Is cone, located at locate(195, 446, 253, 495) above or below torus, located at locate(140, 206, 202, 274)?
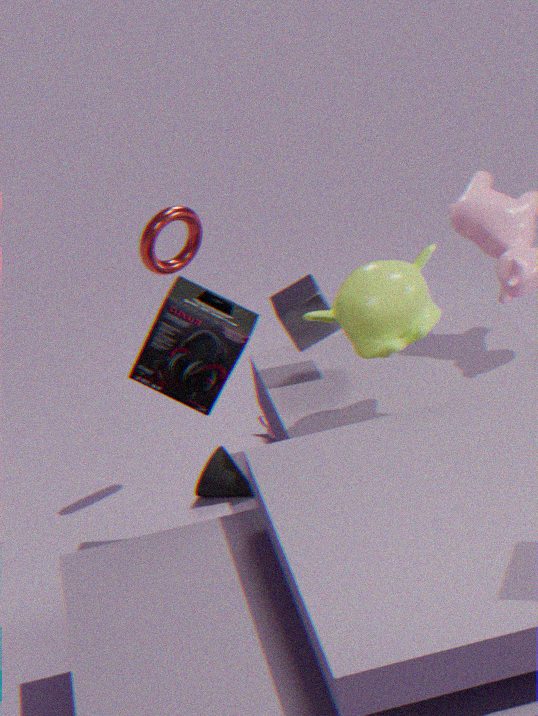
below
